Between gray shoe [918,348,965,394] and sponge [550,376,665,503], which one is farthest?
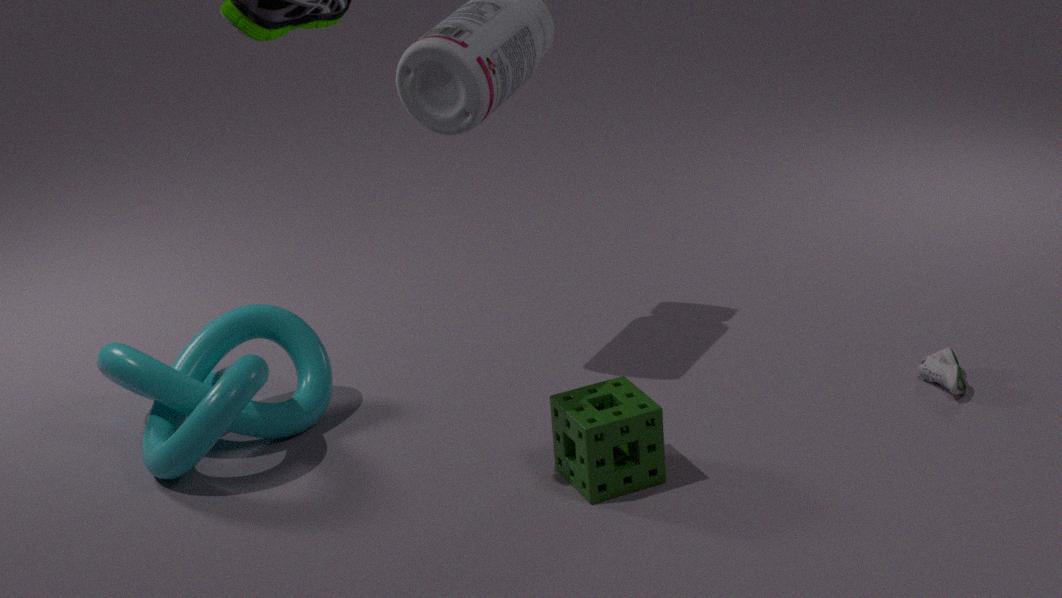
gray shoe [918,348,965,394]
